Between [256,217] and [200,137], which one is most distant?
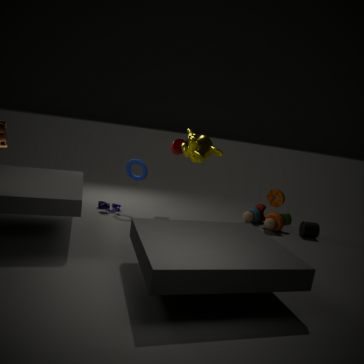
[256,217]
